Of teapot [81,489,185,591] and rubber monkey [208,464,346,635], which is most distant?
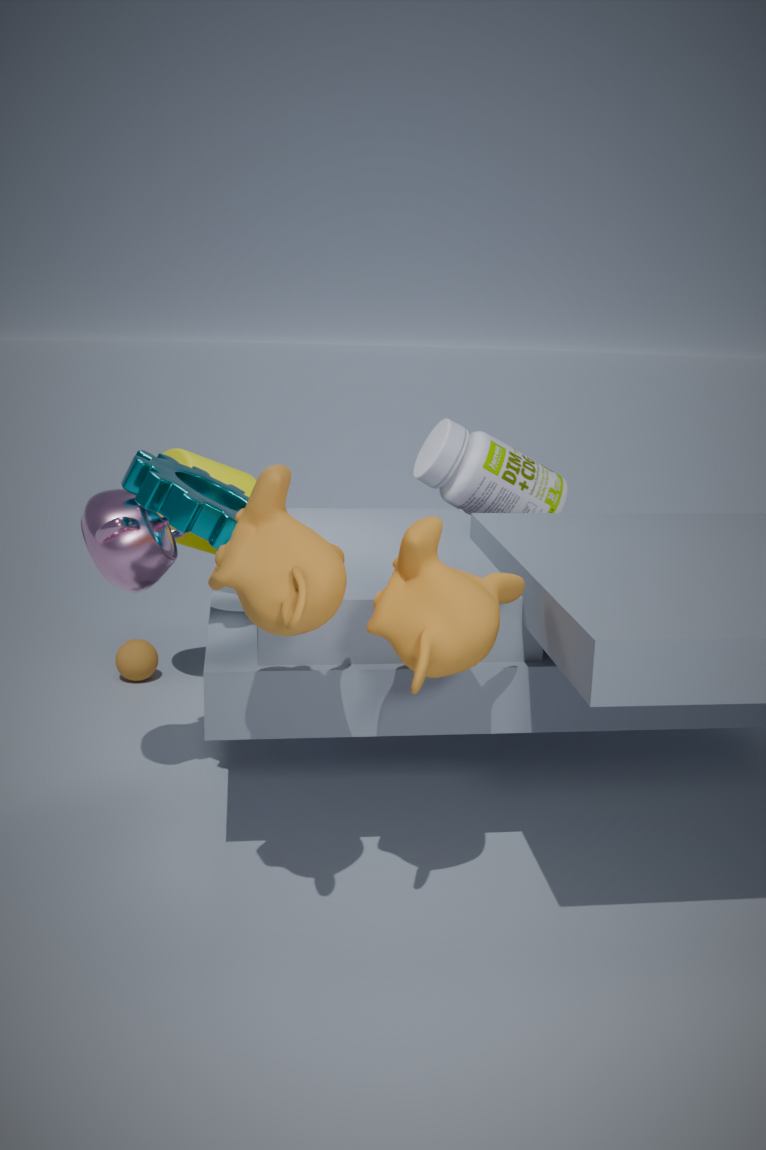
teapot [81,489,185,591]
